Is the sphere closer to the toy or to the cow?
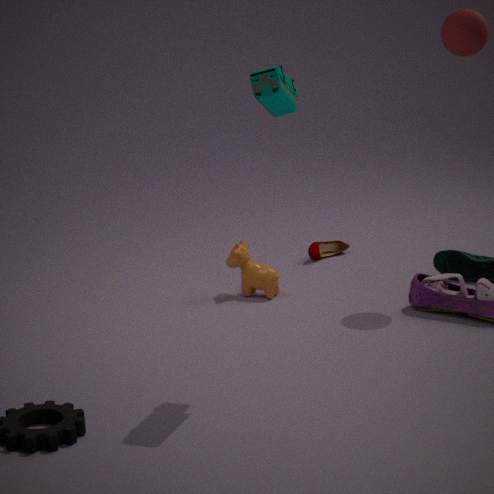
the toy
